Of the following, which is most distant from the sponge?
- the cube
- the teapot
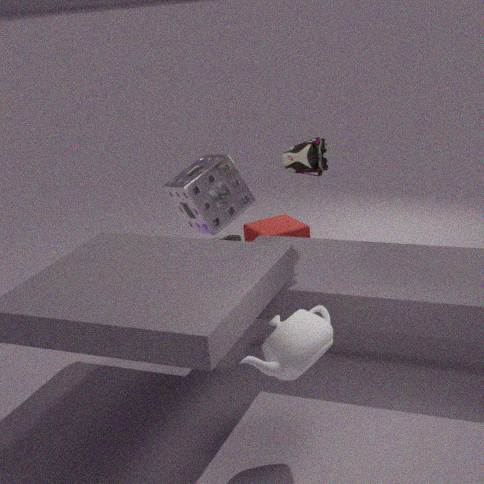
the teapot
